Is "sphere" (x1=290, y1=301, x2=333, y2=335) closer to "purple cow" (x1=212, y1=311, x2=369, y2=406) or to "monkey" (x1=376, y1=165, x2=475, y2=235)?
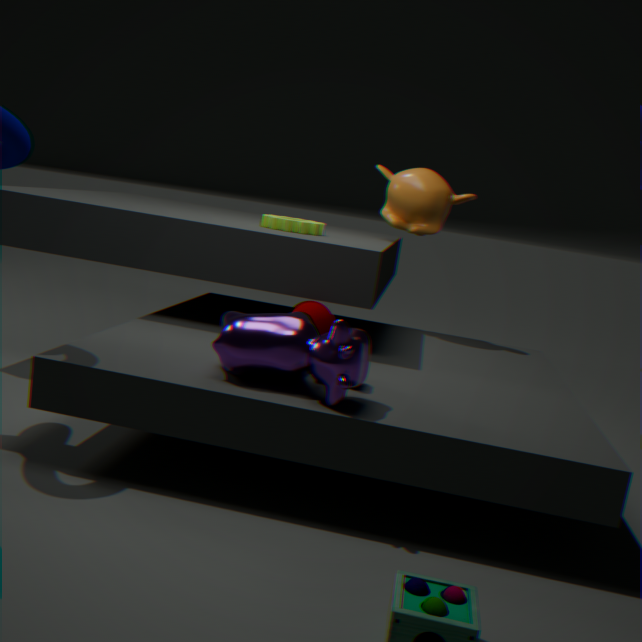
"purple cow" (x1=212, y1=311, x2=369, y2=406)
